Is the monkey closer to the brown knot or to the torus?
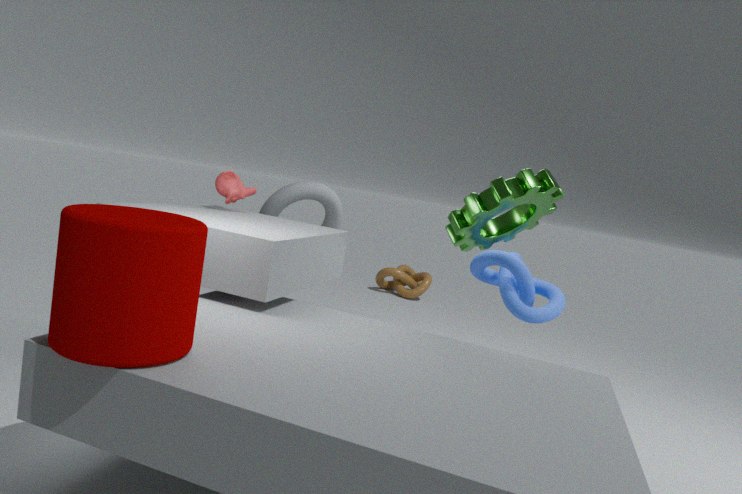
the torus
